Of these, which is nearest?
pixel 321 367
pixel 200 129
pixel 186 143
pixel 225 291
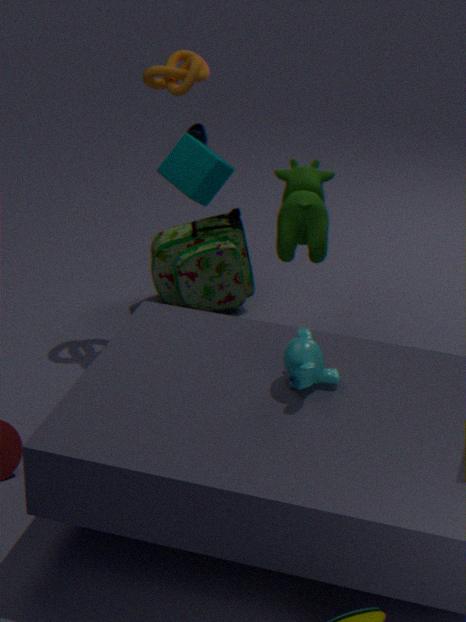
pixel 321 367
